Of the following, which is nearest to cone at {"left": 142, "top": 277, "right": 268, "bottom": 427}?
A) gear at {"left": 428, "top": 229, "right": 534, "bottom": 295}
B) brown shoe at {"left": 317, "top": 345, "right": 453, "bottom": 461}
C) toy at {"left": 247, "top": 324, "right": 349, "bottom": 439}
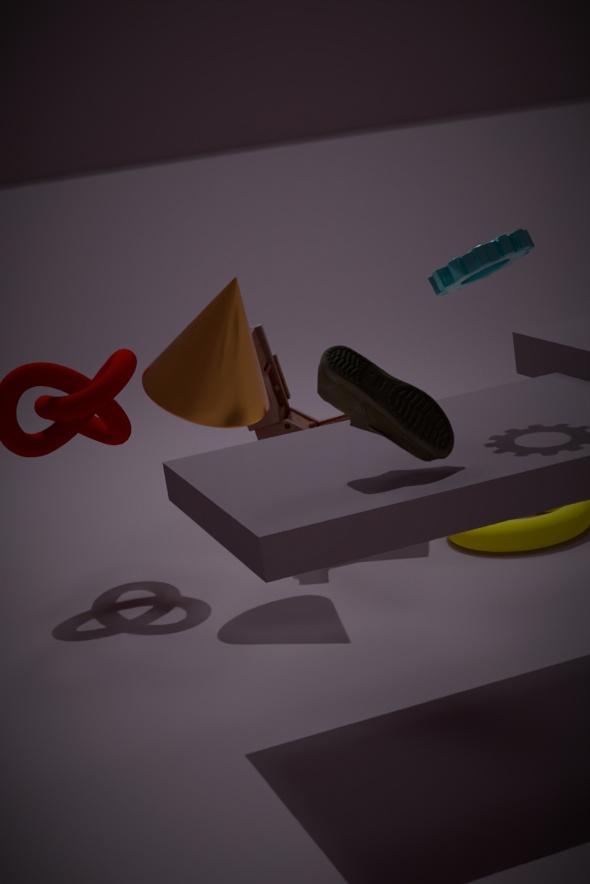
toy at {"left": 247, "top": 324, "right": 349, "bottom": 439}
